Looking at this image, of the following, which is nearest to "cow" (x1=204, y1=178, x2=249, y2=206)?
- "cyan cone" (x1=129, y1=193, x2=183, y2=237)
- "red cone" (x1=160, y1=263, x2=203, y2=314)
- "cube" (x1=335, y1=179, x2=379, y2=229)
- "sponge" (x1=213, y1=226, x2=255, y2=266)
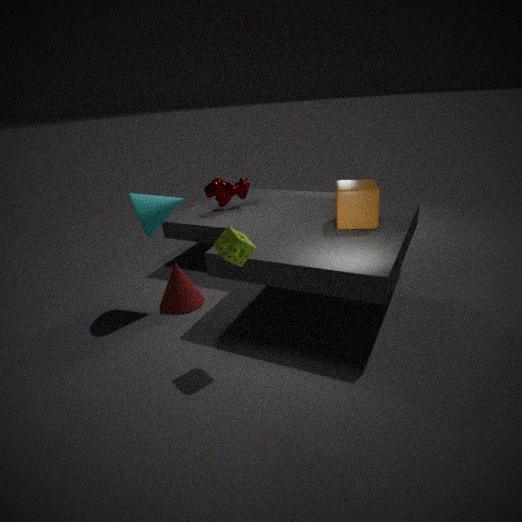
"cyan cone" (x1=129, y1=193, x2=183, y2=237)
